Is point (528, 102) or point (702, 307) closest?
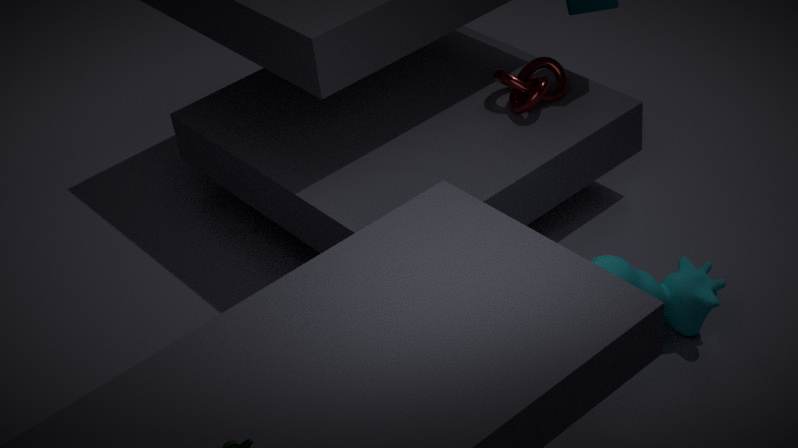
point (702, 307)
